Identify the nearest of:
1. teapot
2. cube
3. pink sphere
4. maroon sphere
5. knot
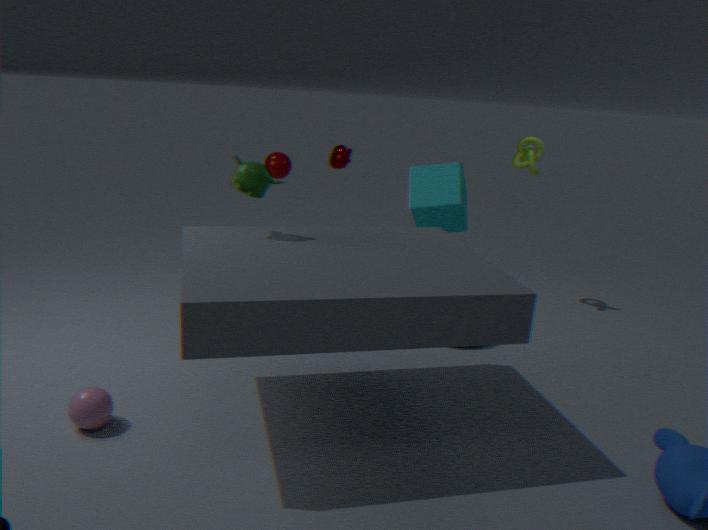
pink sphere
